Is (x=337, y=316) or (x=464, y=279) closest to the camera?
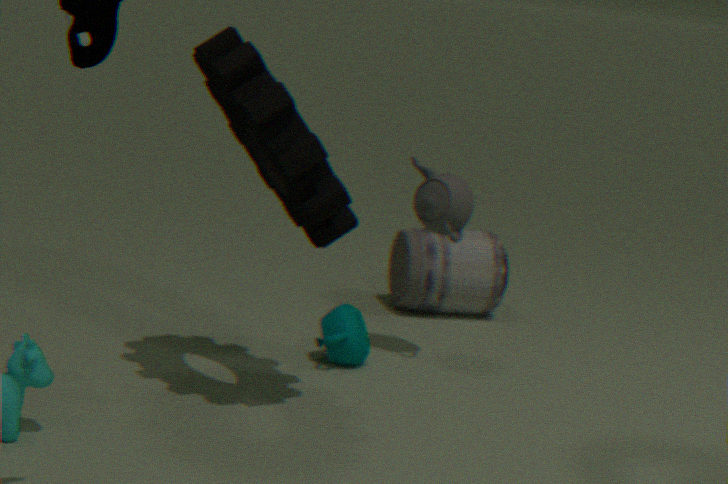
(x=337, y=316)
